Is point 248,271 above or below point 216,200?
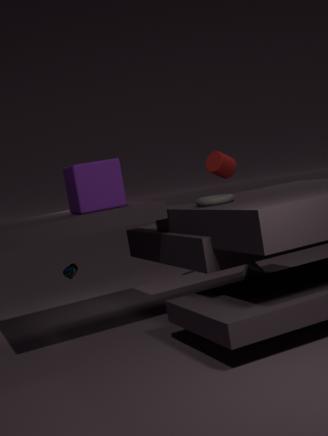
below
